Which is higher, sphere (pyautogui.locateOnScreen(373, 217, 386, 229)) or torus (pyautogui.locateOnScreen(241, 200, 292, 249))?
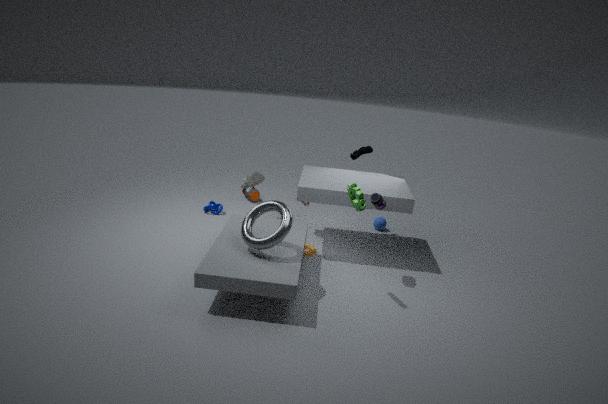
torus (pyautogui.locateOnScreen(241, 200, 292, 249))
